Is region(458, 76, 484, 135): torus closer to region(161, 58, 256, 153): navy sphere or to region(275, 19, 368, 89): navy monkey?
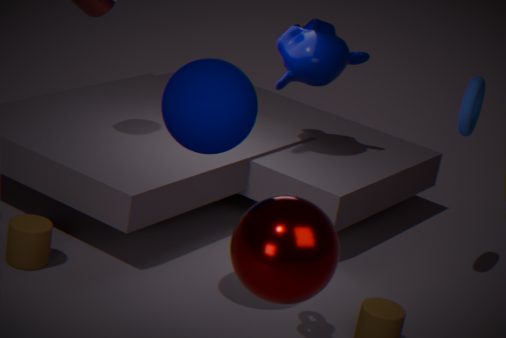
region(275, 19, 368, 89): navy monkey
